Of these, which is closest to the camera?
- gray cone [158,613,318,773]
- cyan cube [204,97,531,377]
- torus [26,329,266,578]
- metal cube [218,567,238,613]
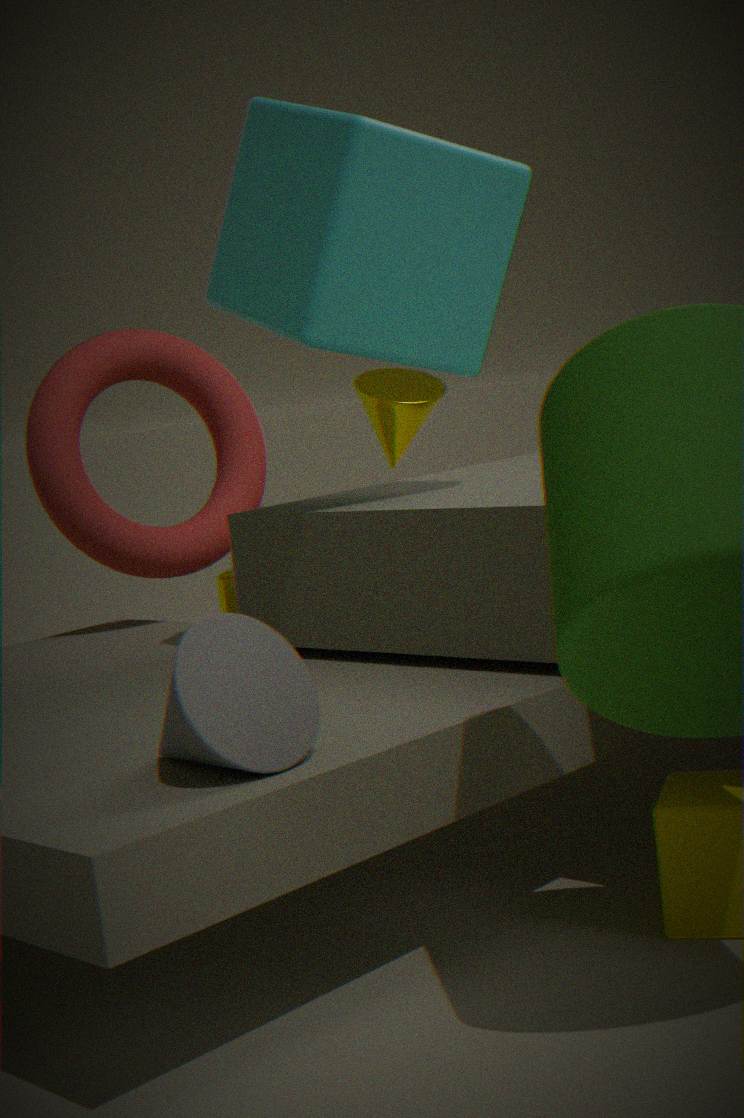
gray cone [158,613,318,773]
